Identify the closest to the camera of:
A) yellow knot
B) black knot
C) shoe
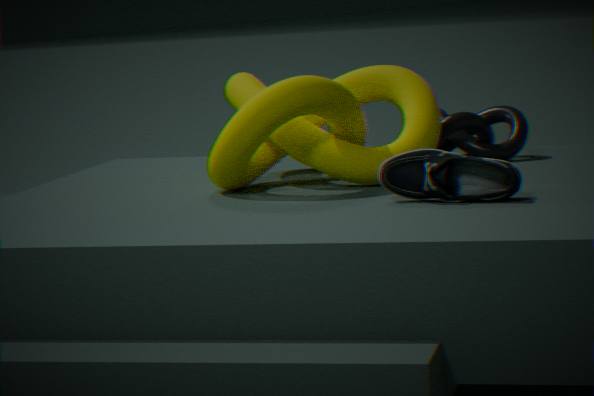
shoe
